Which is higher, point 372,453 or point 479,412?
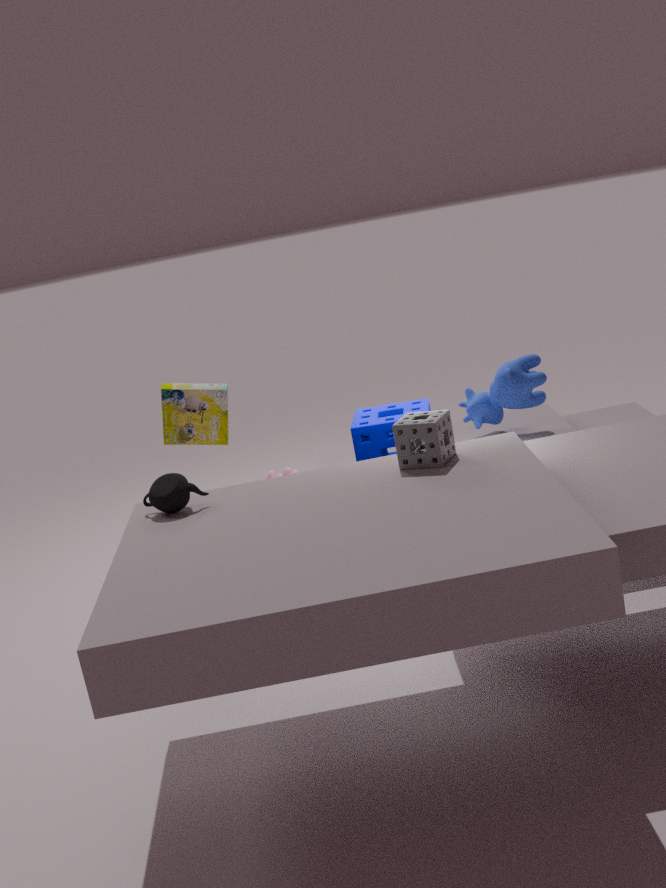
point 479,412
